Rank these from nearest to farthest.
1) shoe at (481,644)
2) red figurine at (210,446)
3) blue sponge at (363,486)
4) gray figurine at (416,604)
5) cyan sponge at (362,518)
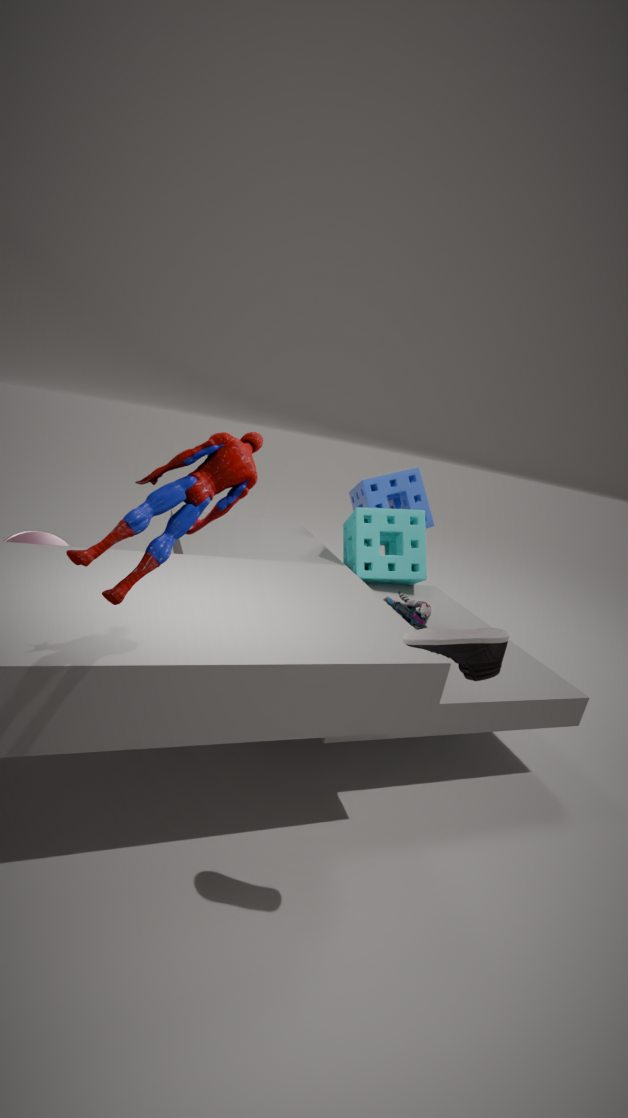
2. red figurine at (210,446) < 1. shoe at (481,644) < 4. gray figurine at (416,604) < 5. cyan sponge at (362,518) < 3. blue sponge at (363,486)
